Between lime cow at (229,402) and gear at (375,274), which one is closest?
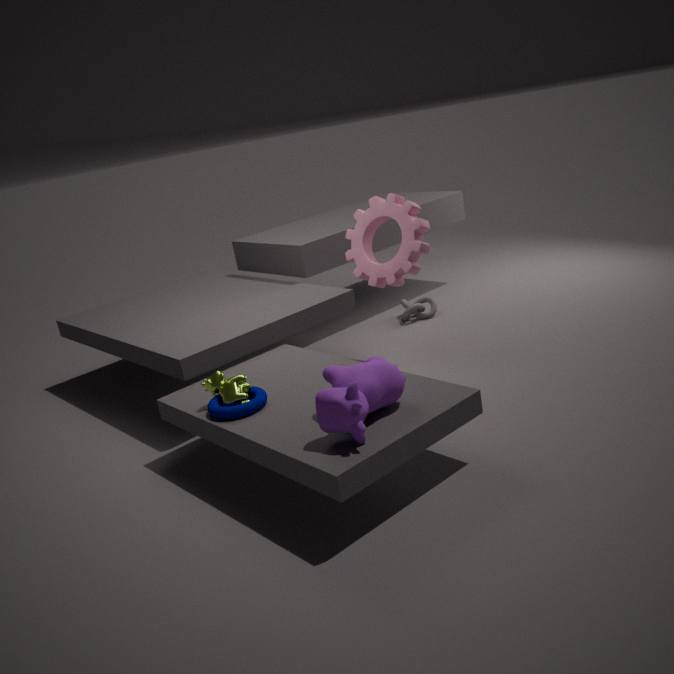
lime cow at (229,402)
